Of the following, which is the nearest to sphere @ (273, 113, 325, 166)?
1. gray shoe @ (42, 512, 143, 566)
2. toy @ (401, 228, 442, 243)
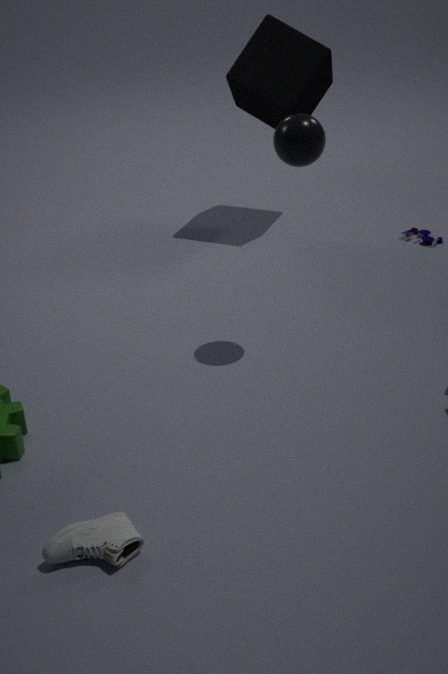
toy @ (401, 228, 442, 243)
